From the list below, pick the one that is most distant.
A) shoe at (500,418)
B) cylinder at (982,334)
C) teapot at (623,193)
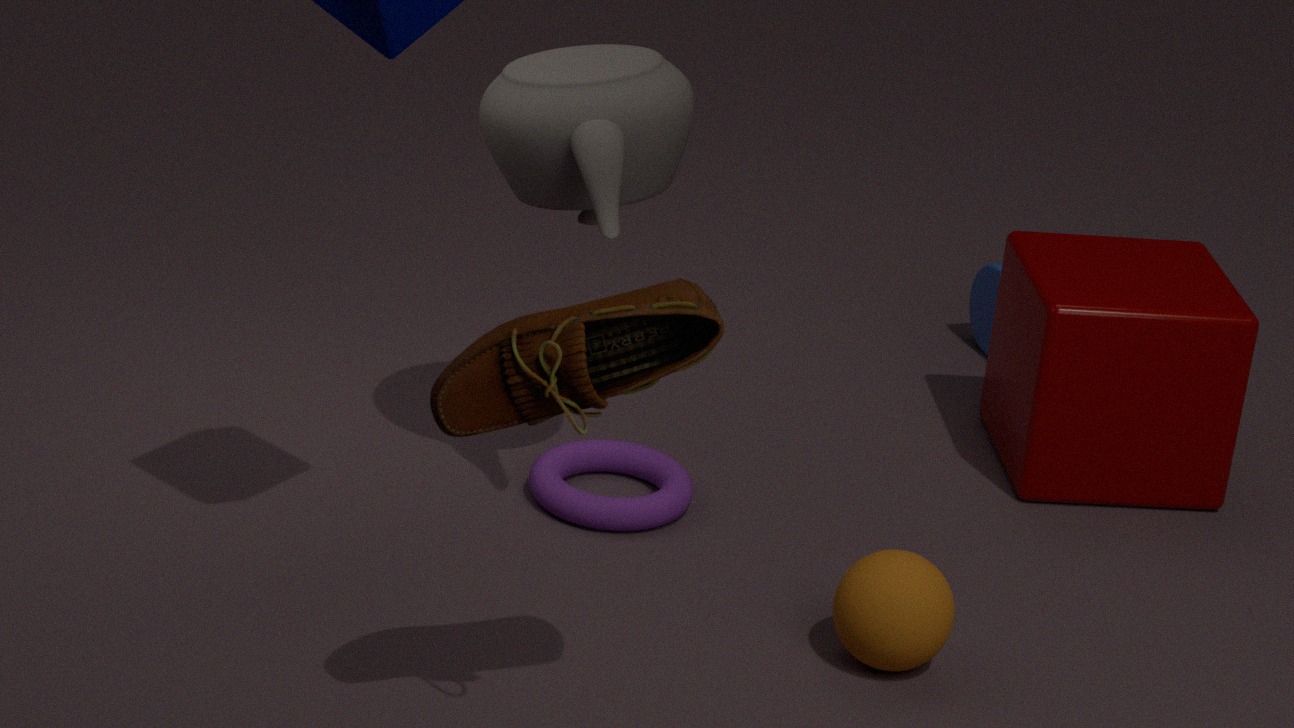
cylinder at (982,334)
